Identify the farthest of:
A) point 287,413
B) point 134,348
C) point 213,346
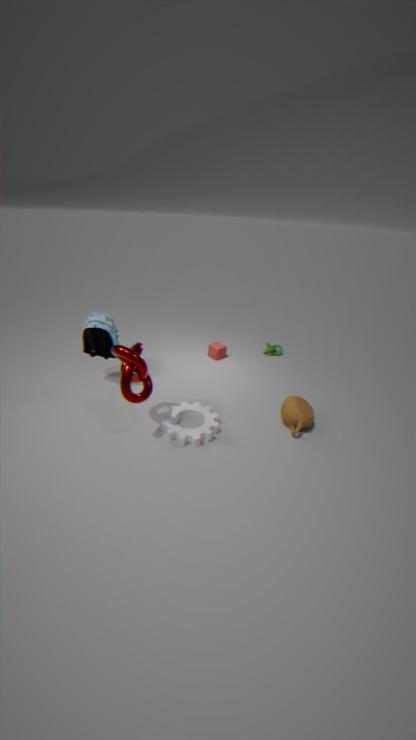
point 213,346
